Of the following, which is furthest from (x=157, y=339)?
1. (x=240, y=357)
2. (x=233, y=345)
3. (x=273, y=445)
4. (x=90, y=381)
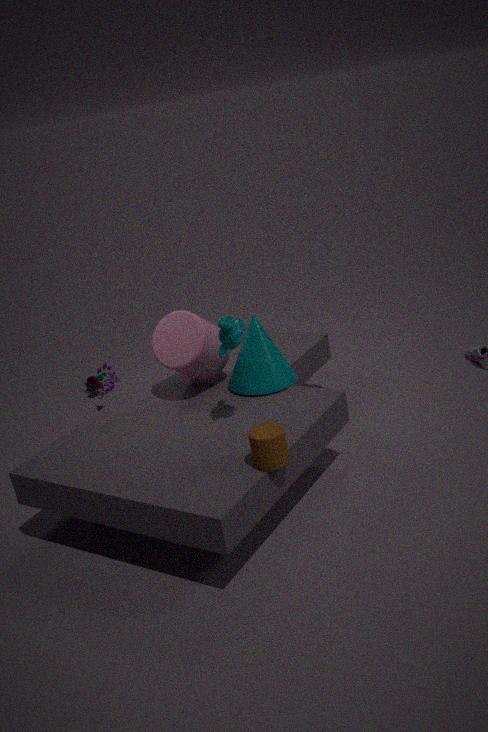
(x=90, y=381)
